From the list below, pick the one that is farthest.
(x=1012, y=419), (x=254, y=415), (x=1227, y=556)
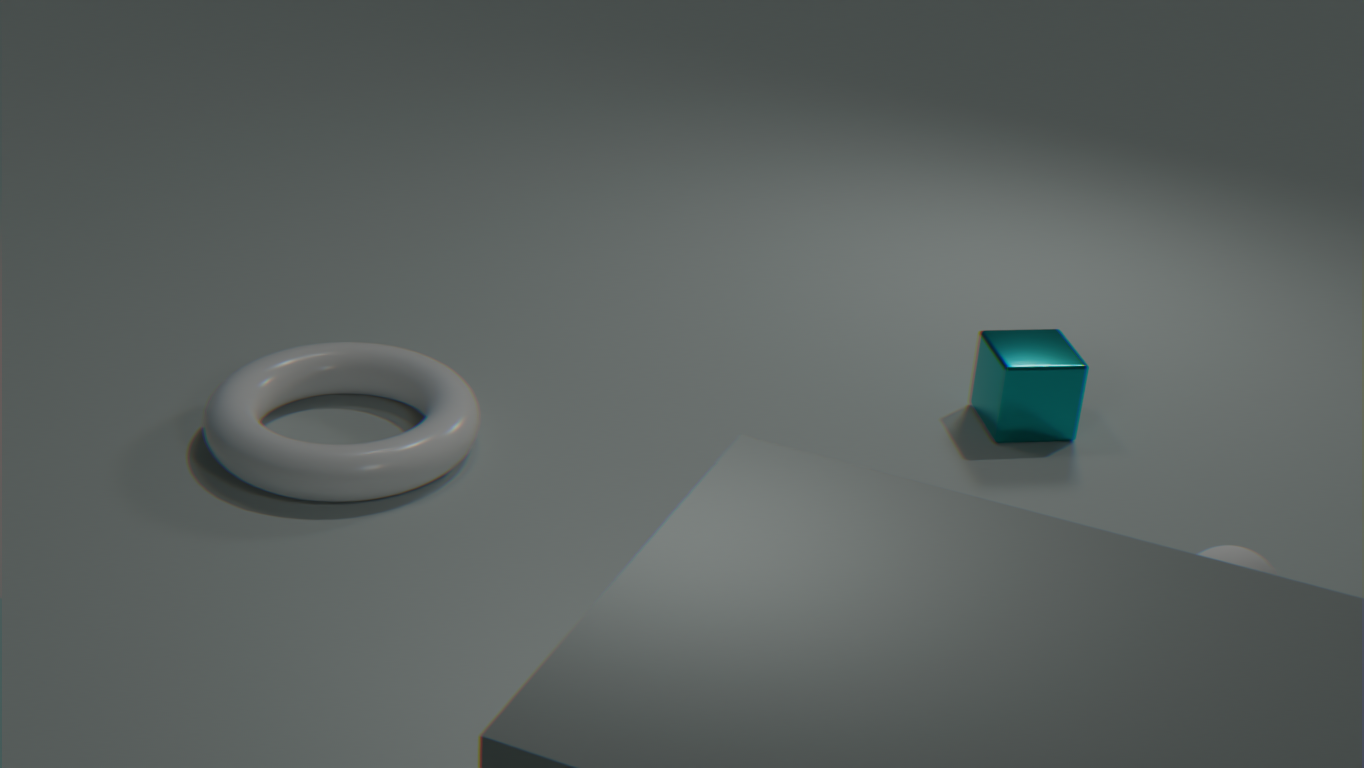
(x=1012, y=419)
